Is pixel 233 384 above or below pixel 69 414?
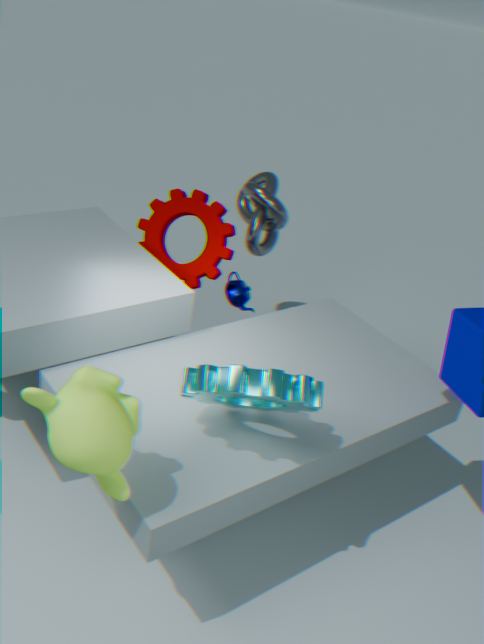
below
